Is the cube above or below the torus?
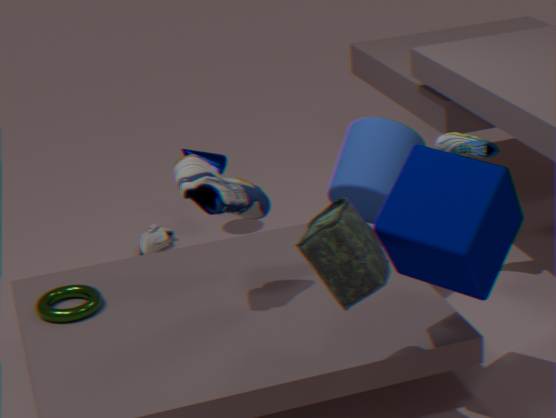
above
